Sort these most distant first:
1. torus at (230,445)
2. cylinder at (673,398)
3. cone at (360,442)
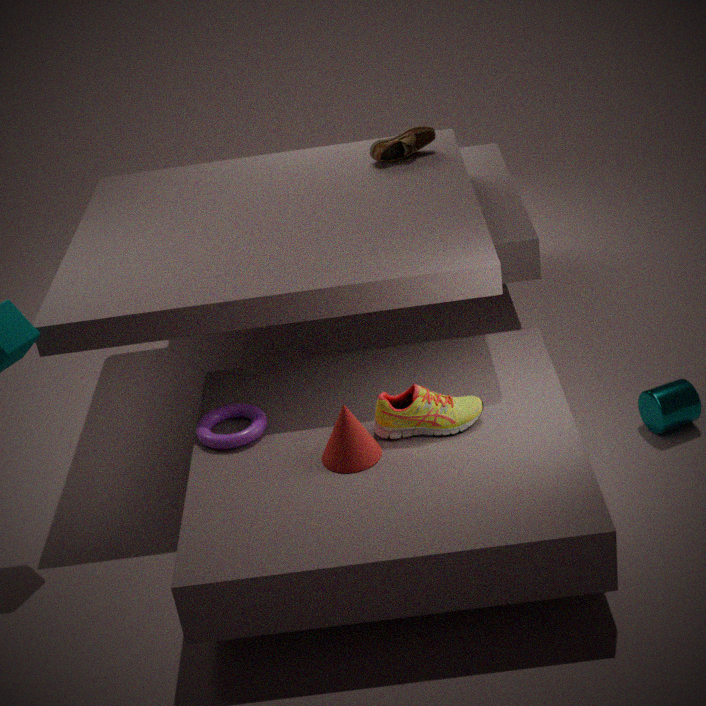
cylinder at (673,398), torus at (230,445), cone at (360,442)
